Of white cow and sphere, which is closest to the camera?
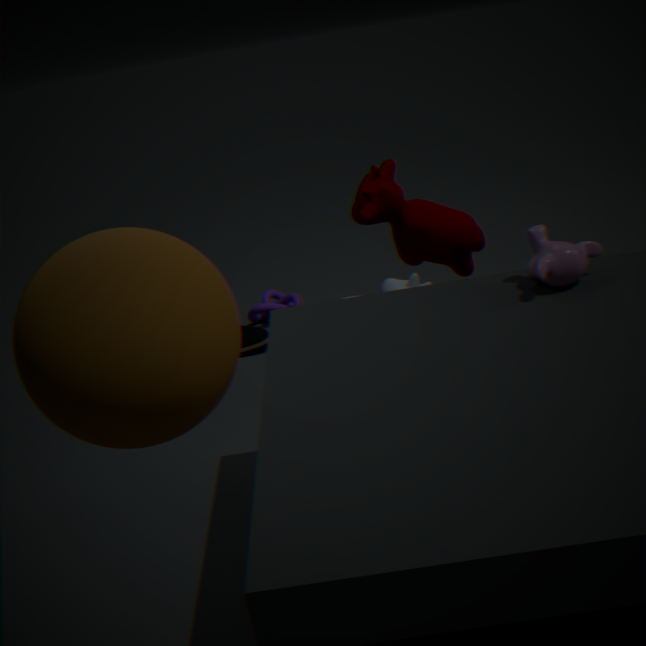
sphere
